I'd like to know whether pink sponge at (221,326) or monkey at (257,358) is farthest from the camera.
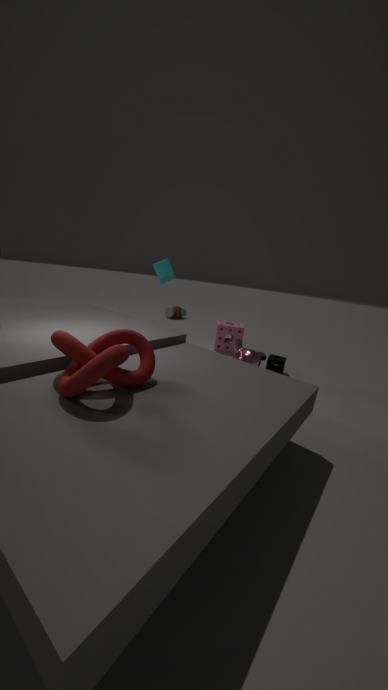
pink sponge at (221,326)
